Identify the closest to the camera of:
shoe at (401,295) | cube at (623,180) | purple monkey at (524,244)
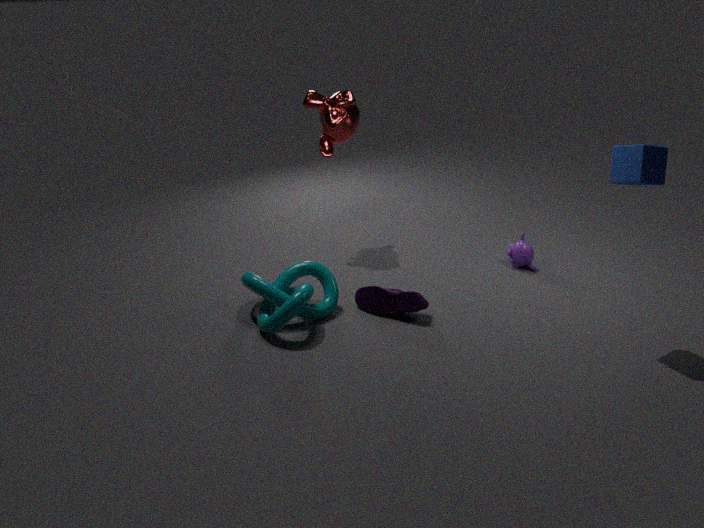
cube at (623,180)
